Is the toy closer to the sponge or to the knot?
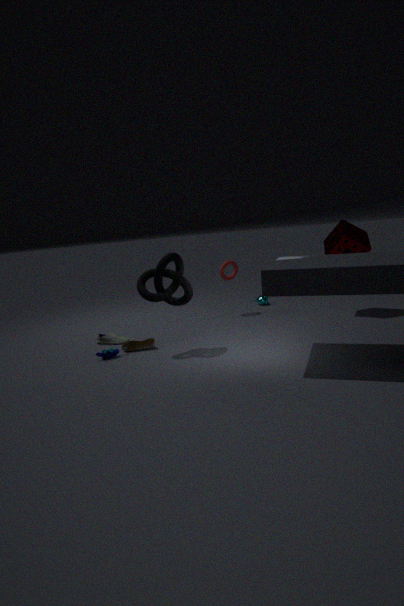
the knot
